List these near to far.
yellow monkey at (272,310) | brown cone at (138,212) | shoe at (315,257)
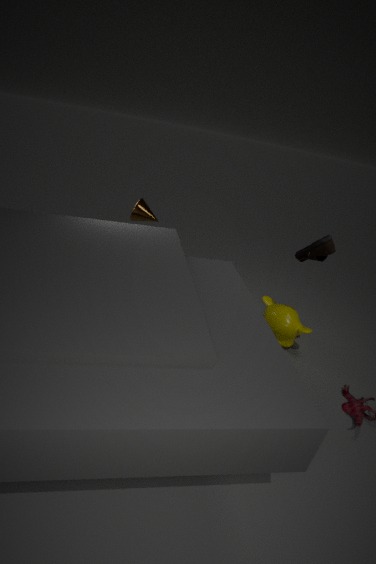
shoe at (315,257) < yellow monkey at (272,310) < brown cone at (138,212)
